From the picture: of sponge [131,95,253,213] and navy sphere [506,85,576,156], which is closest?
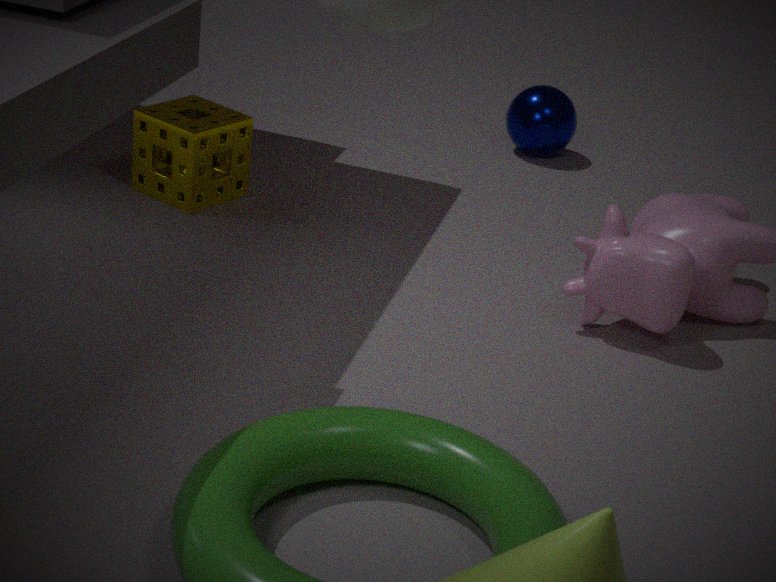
sponge [131,95,253,213]
